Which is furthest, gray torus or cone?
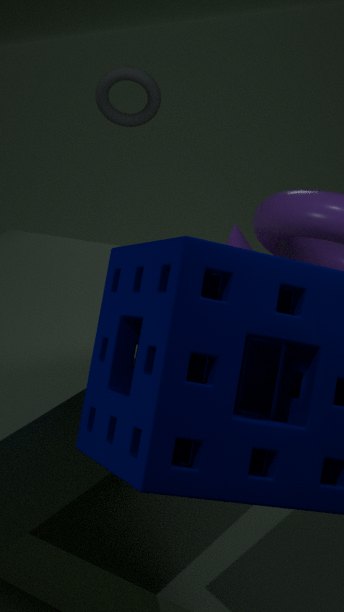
gray torus
